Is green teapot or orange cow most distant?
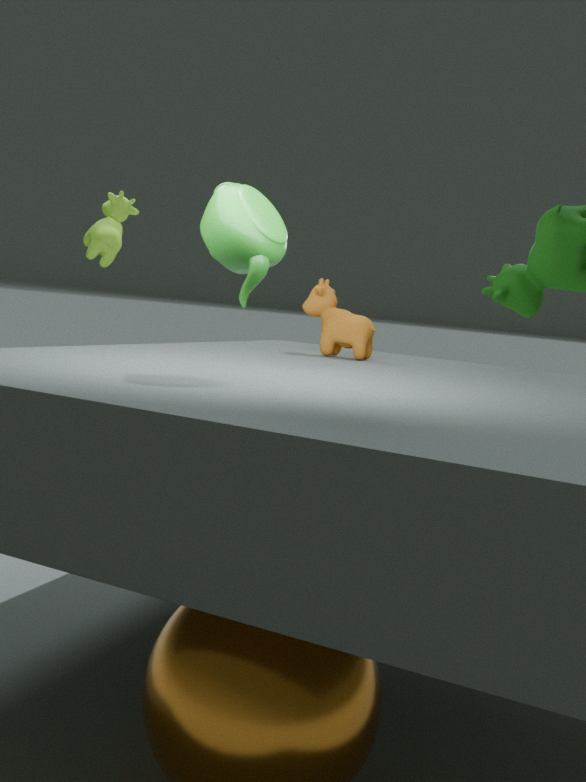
orange cow
